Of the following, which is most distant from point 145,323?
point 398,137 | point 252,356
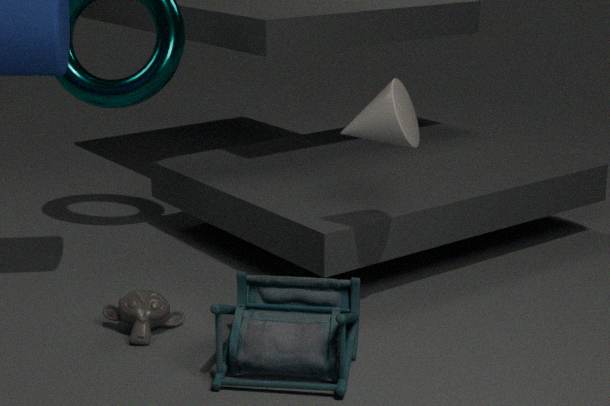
point 398,137
